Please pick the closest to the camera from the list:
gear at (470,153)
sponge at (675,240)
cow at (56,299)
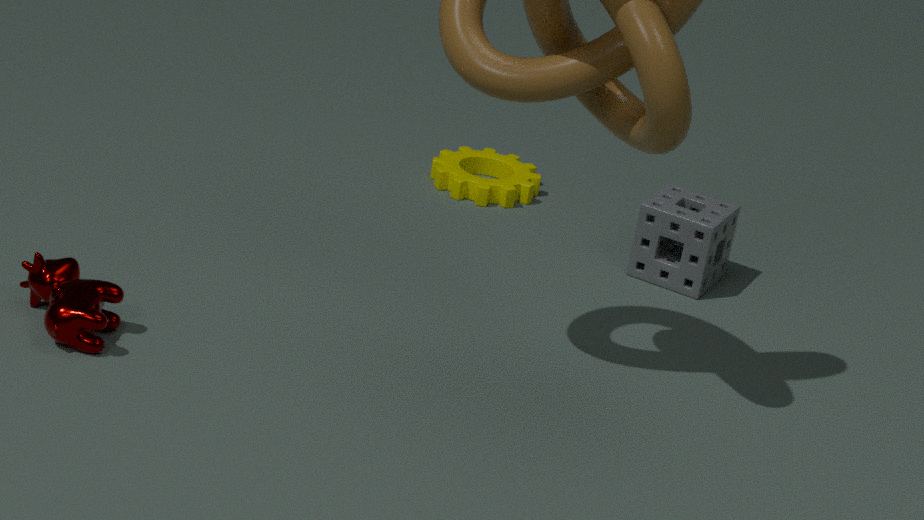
cow at (56,299)
